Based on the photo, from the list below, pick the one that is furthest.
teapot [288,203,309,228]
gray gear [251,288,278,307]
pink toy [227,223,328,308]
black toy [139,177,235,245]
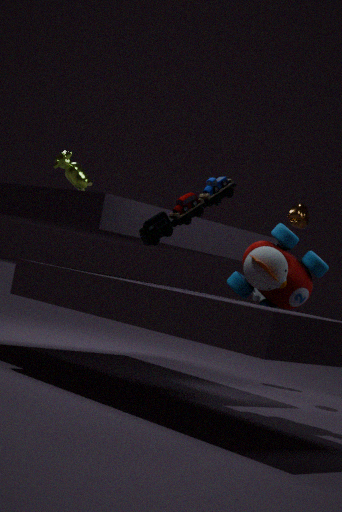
gray gear [251,288,278,307]
